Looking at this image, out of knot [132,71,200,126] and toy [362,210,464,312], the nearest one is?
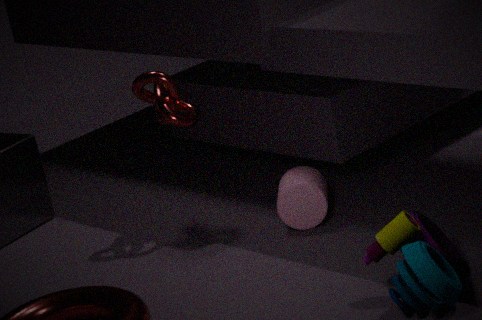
toy [362,210,464,312]
